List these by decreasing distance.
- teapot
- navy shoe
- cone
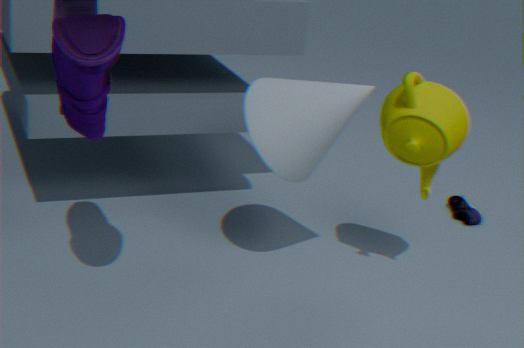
navy shoe < cone < teapot
